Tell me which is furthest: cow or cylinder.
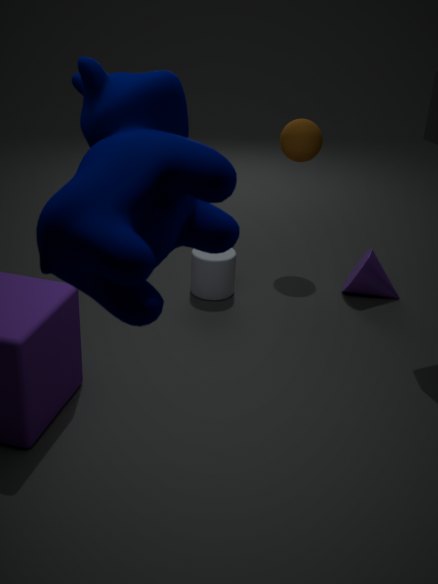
cylinder
